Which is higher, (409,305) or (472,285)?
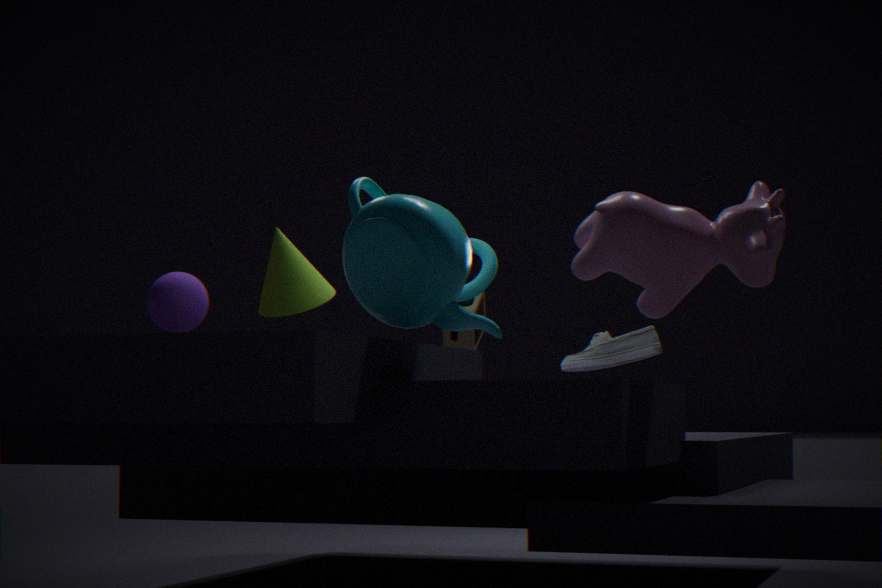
(472,285)
